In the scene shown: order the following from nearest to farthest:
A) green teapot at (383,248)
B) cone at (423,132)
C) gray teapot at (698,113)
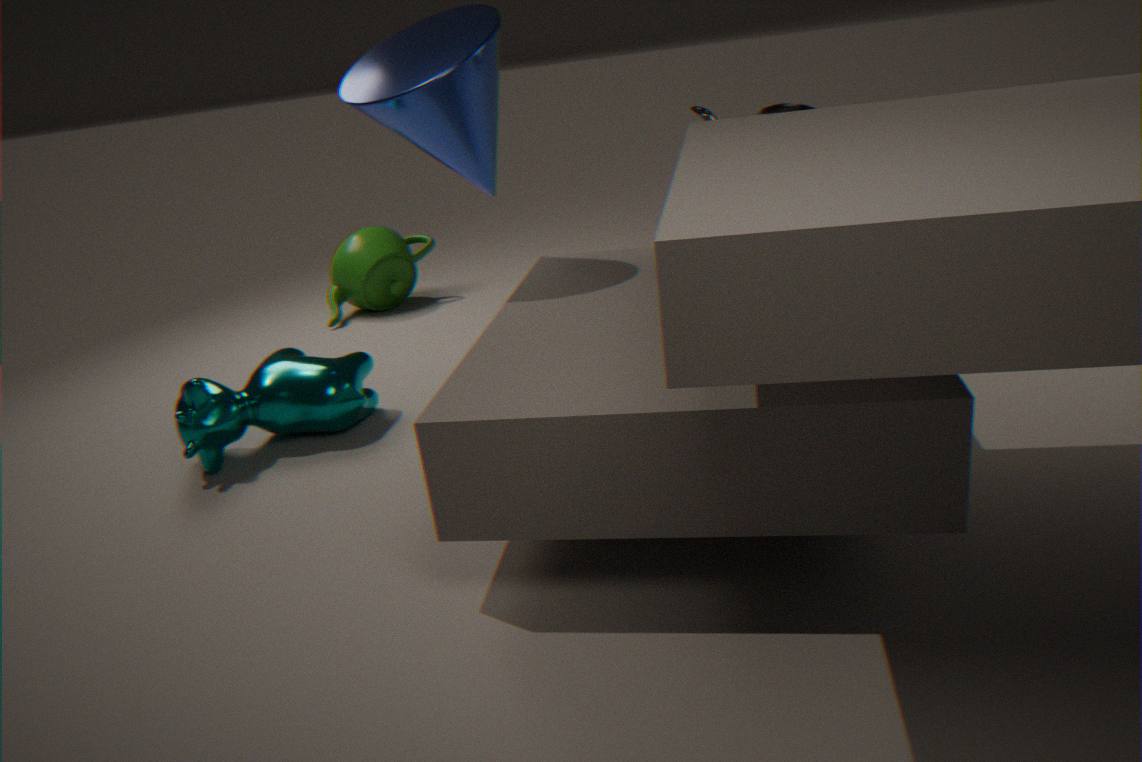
cone at (423,132), gray teapot at (698,113), green teapot at (383,248)
